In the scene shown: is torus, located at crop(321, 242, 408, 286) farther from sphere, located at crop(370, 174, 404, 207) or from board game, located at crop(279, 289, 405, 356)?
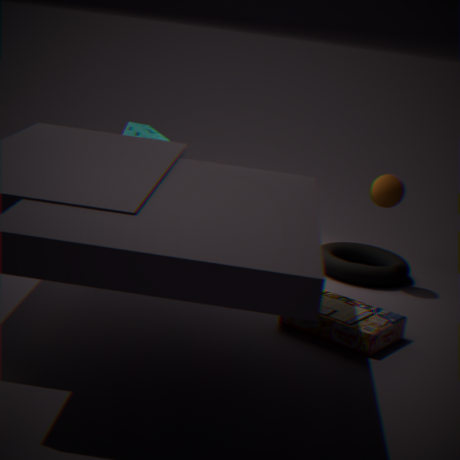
board game, located at crop(279, 289, 405, 356)
